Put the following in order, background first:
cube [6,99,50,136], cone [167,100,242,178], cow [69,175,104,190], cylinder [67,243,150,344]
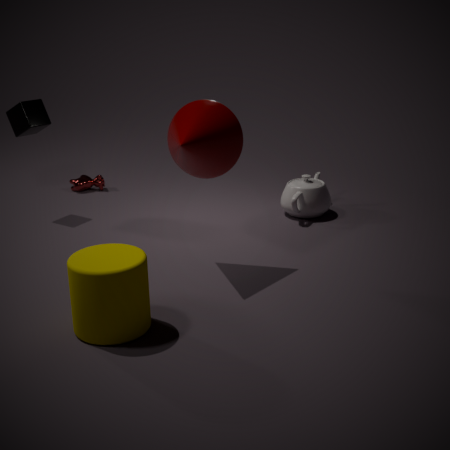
cow [69,175,104,190] < cube [6,99,50,136] < cone [167,100,242,178] < cylinder [67,243,150,344]
